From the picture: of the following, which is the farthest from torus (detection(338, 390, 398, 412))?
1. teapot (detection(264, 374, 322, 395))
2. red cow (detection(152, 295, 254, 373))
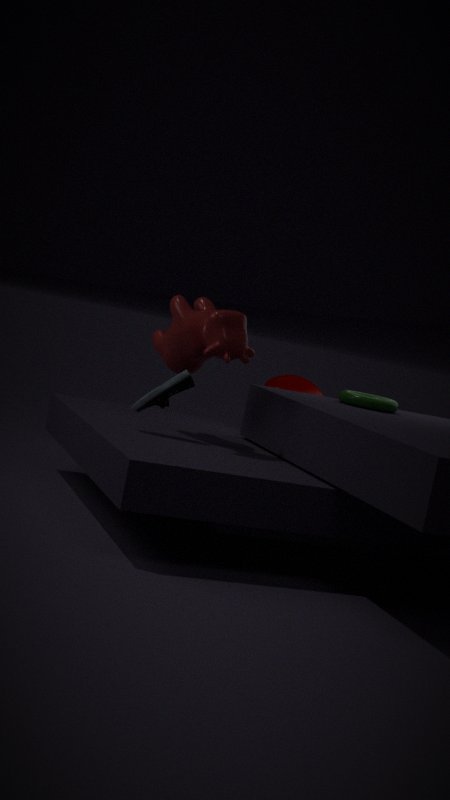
red cow (detection(152, 295, 254, 373))
